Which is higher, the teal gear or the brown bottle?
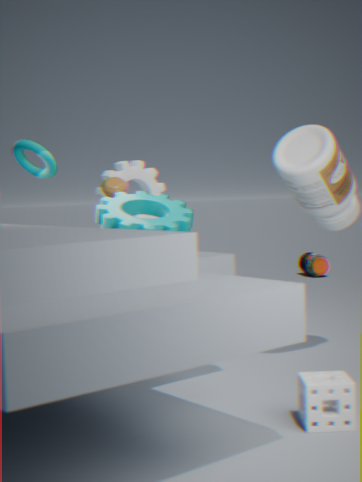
the teal gear
